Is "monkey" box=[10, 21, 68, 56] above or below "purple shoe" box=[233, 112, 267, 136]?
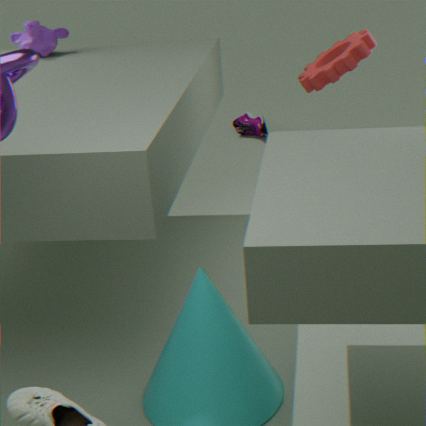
above
